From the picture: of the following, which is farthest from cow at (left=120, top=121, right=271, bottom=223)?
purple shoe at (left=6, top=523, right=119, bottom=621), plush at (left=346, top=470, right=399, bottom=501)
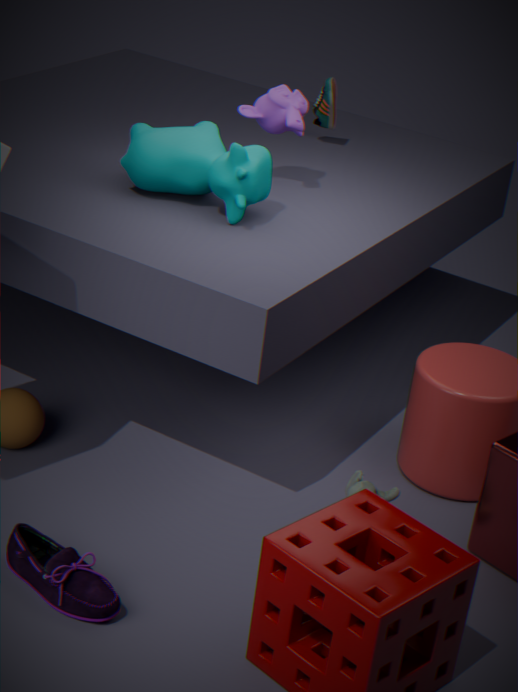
purple shoe at (left=6, top=523, right=119, bottom=621)
